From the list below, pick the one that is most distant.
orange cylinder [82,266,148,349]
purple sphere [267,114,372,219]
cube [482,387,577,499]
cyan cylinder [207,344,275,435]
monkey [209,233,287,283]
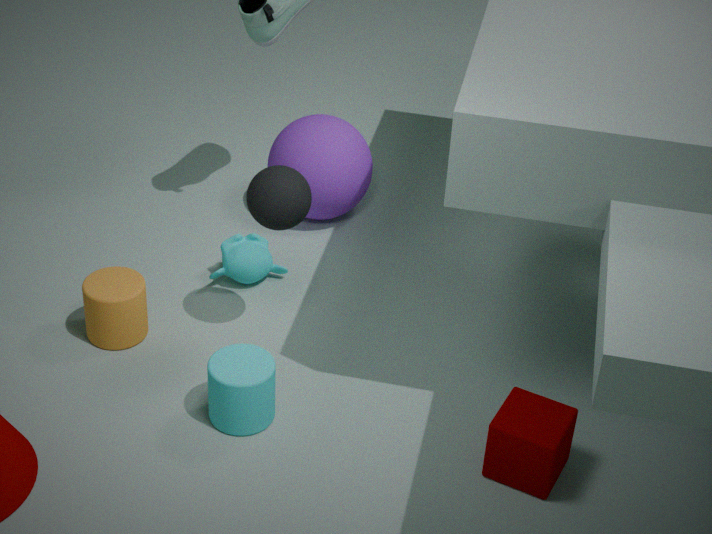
purple sphere [267,114,372,219]
